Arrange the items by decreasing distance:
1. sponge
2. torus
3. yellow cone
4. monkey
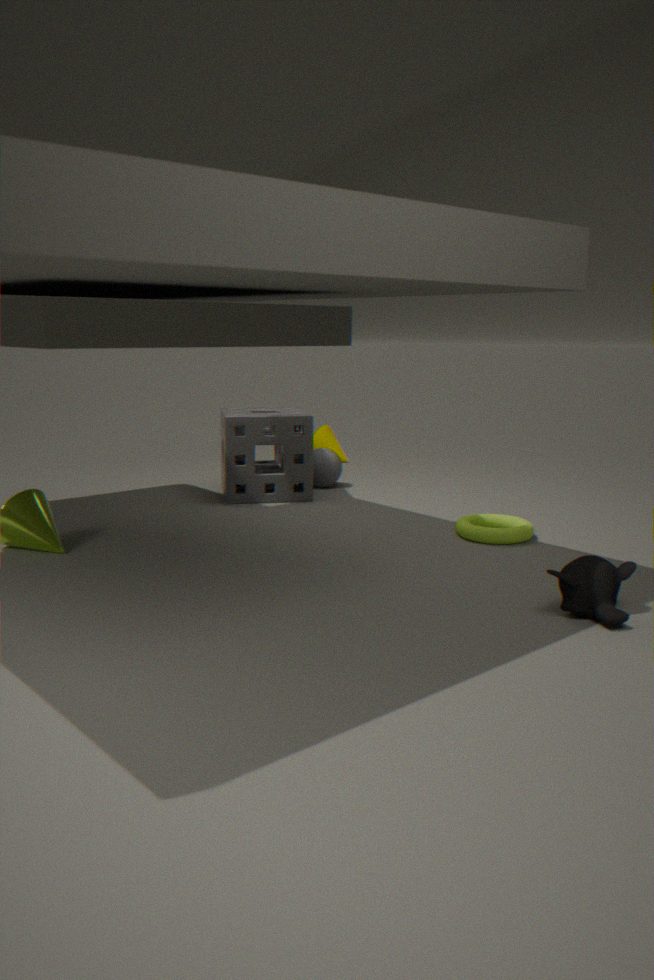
yellow cone, sponge, torus, monkey
